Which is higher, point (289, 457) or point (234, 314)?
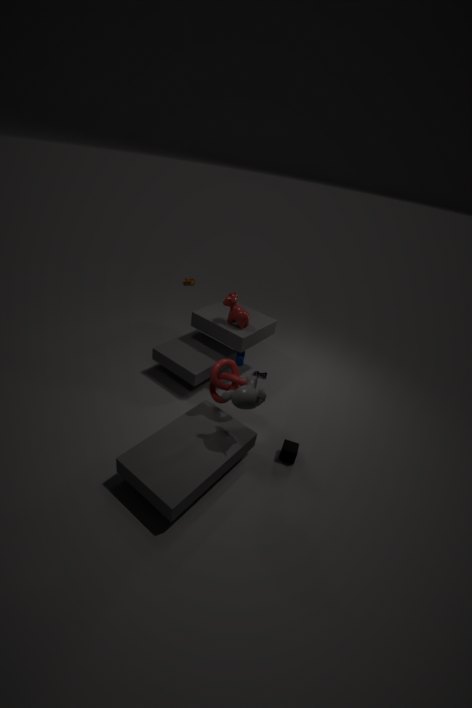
point (234, 314)
